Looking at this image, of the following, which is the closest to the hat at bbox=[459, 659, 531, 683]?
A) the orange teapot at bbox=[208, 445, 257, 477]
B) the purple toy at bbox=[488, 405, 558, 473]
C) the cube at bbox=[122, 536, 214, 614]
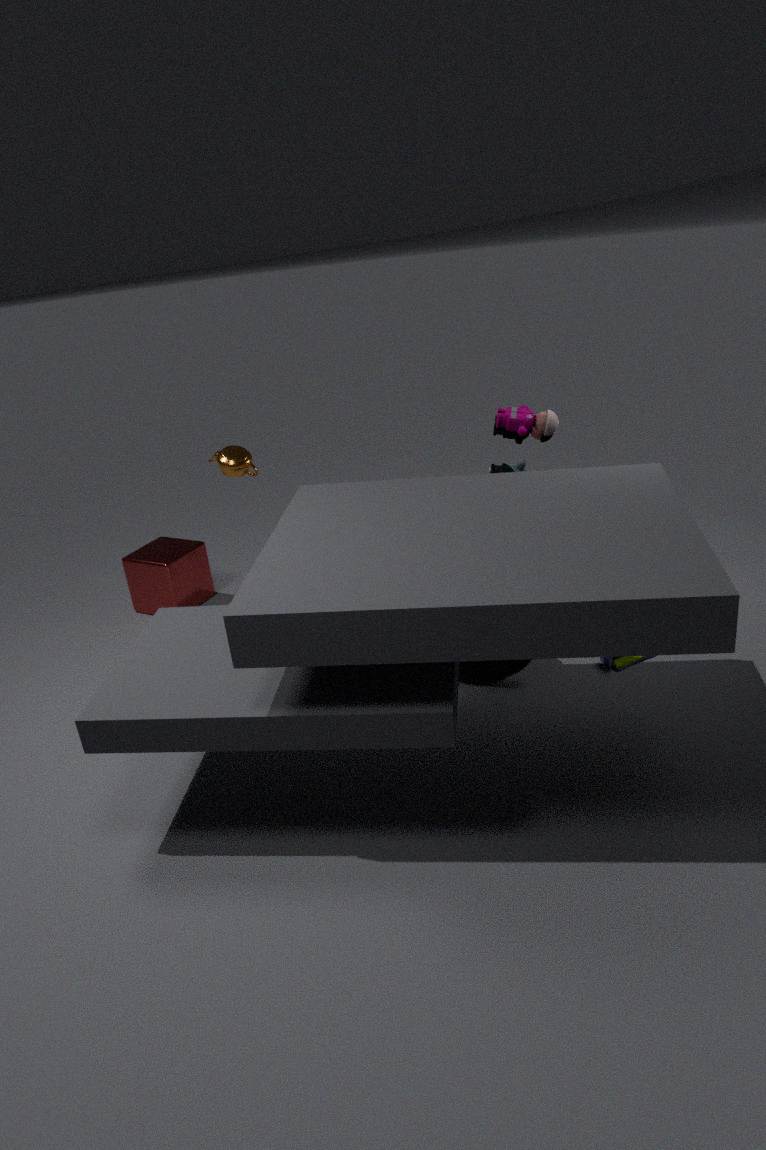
the purple toy at bbox=[488, 405, 558, 473]
